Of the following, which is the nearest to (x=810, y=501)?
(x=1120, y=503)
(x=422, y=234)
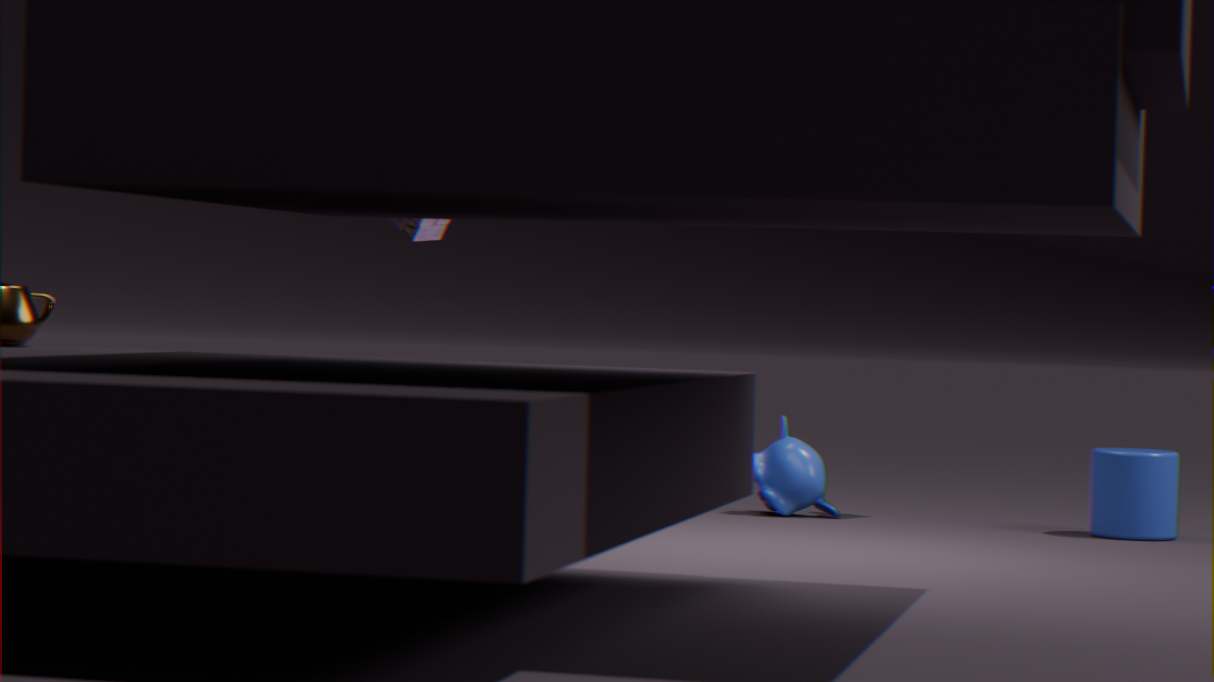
(x=1120, y=503)
